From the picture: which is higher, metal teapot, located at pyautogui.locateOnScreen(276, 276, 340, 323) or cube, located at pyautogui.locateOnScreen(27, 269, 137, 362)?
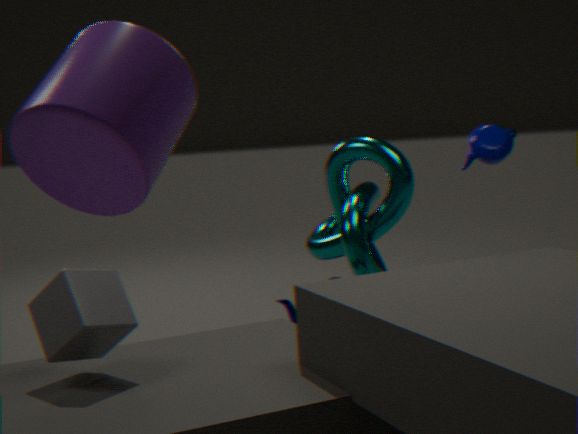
cube, located at pyautogui.locateOnScreen(27, 269, 137, 362)
